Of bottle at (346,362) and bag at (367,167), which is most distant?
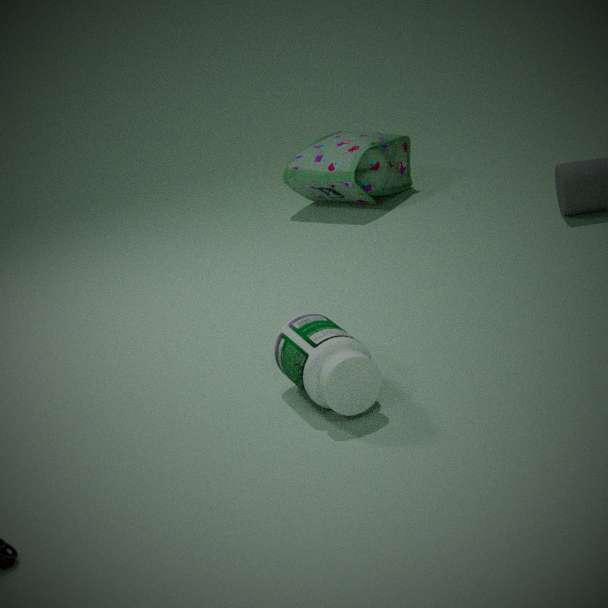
bag at (367,167)
